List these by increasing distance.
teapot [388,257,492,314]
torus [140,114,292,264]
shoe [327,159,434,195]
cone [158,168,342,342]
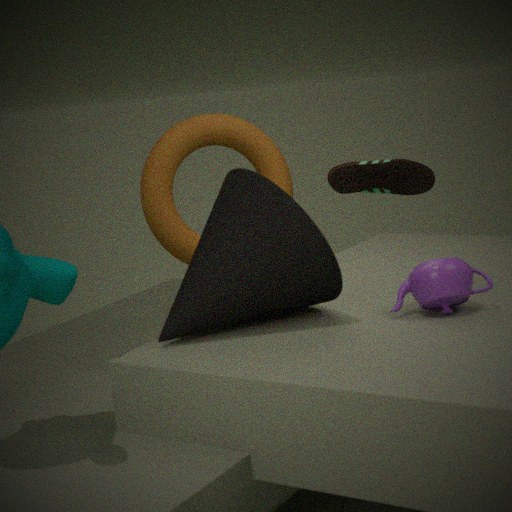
cone [158,168,342,342] → teapot [388,257,492,314] → torus [140,114,292,264] → shoe [327,159,434,195]
